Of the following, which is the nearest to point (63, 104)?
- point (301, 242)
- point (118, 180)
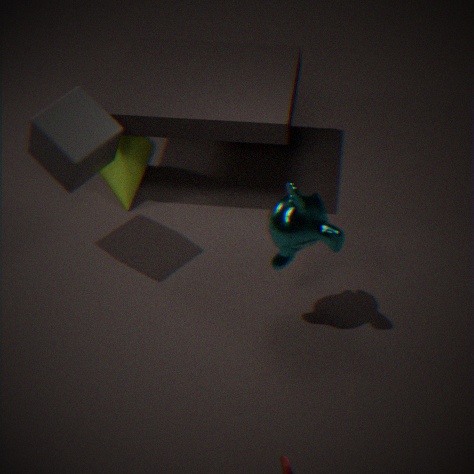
point (118, 180)
